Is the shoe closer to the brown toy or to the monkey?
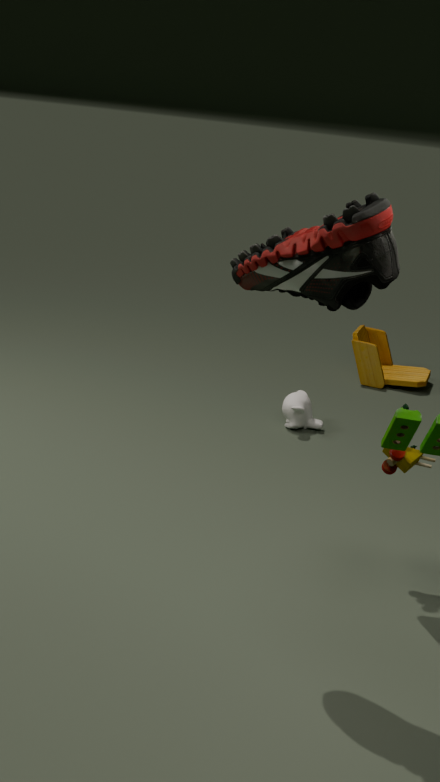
the monkey
